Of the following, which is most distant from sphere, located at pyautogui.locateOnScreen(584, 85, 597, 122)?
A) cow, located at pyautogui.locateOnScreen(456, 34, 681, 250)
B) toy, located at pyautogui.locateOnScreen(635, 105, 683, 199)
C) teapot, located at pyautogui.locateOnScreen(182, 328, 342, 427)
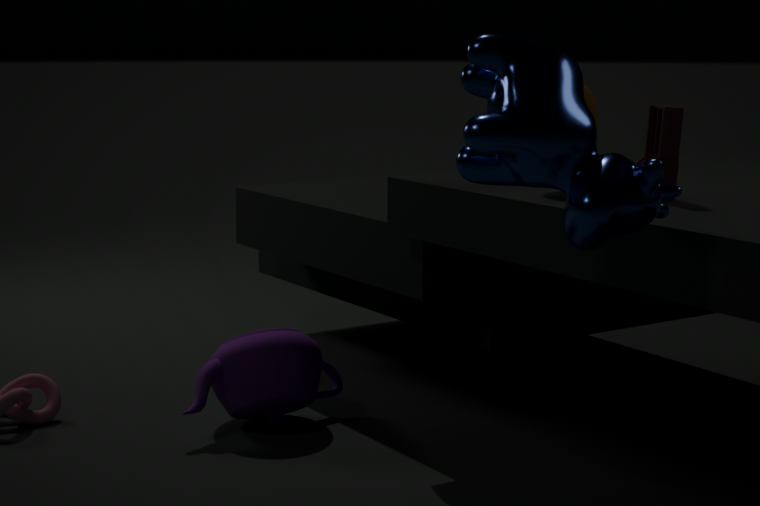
teapot, located at pyautogui.locateOnScreen(182, 328, 342, 427)
